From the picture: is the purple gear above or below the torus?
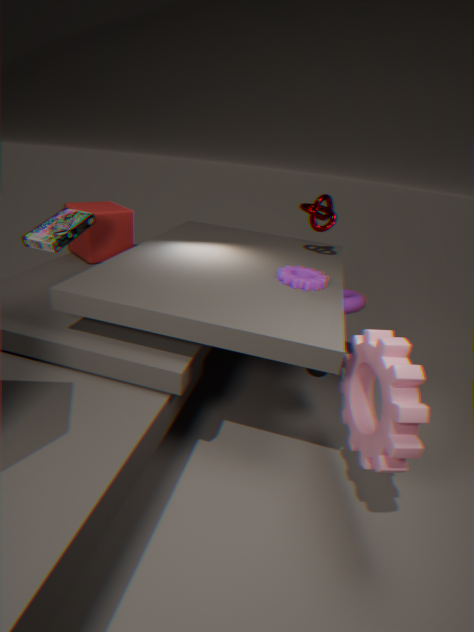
above
